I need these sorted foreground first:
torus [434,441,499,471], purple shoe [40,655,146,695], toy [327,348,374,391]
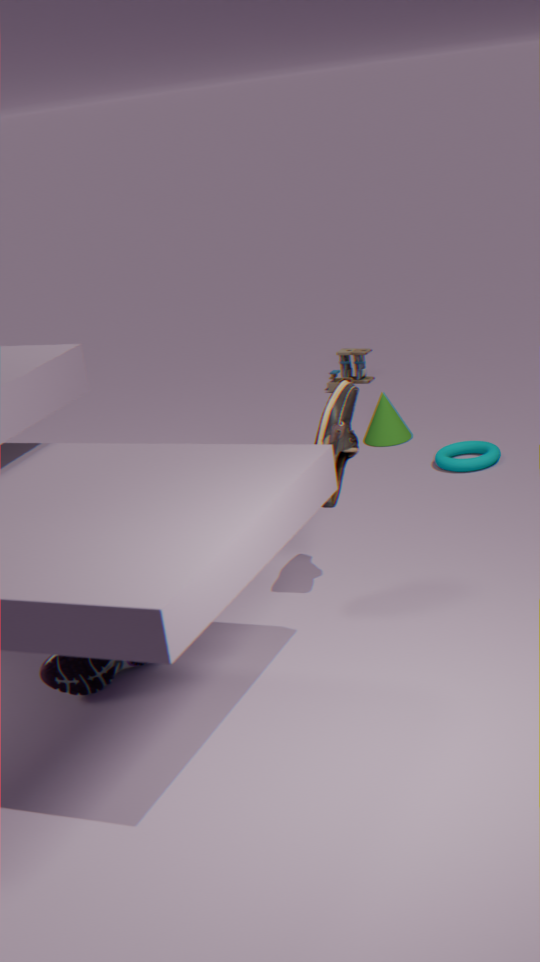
purple shoe [40,655,146,695], torus [434,441,499,471], toy [327,348,374,391]
